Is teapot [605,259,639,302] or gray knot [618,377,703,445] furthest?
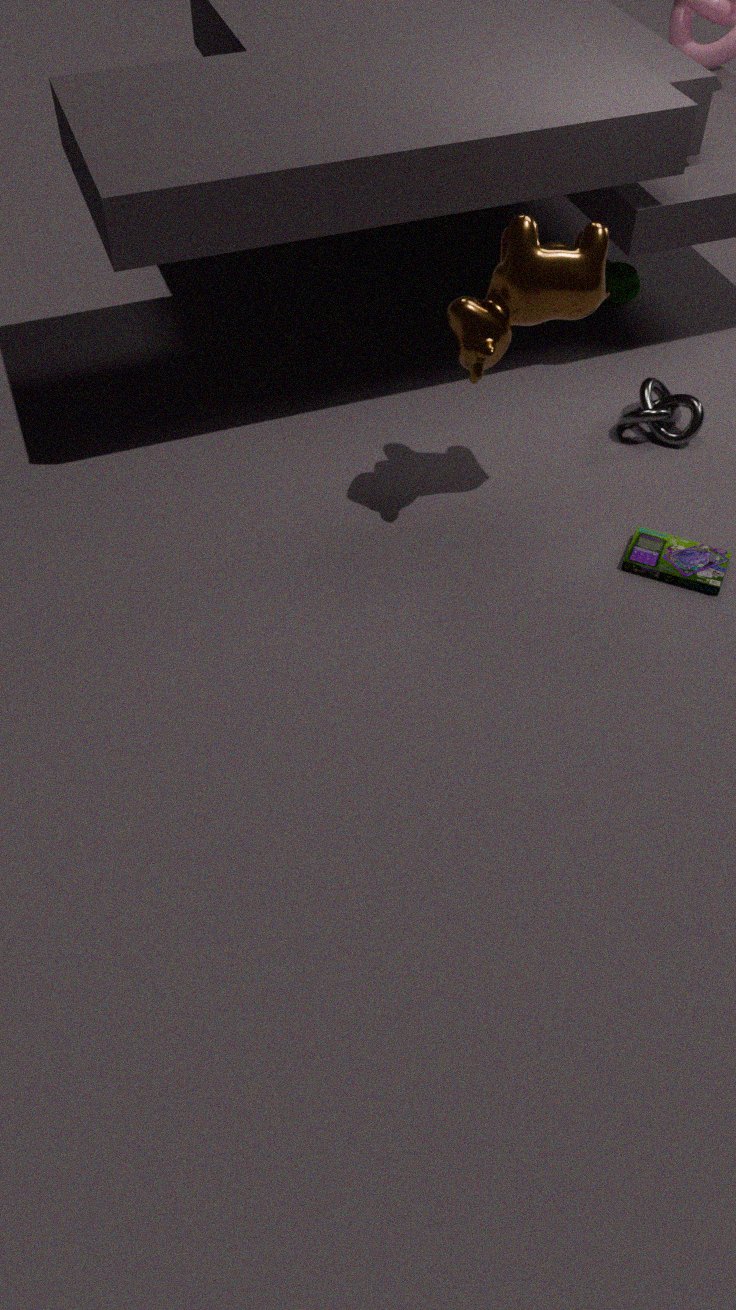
teapot [605,259,639,302]
